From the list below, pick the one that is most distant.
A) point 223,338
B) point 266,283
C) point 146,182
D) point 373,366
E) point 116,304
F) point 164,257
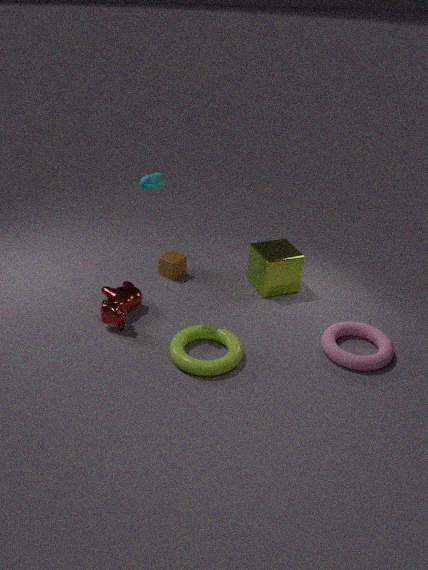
point 164,257
